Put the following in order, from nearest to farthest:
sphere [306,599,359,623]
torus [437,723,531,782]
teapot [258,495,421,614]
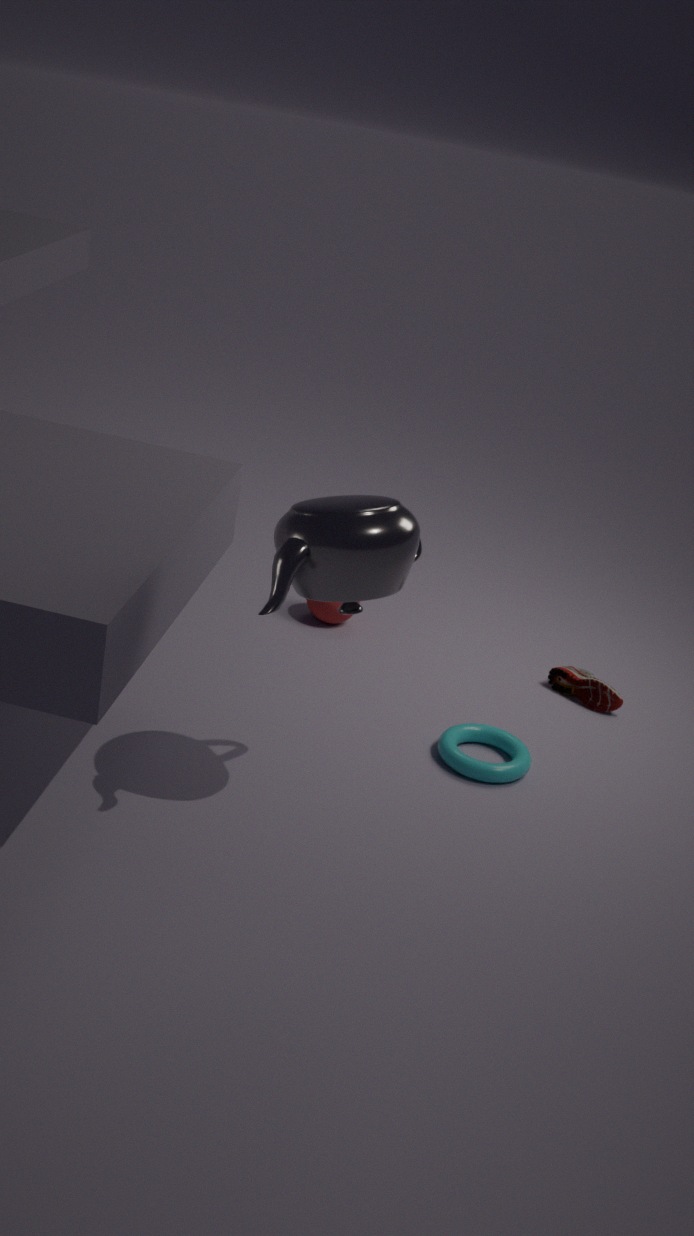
teapot [258,495,421,614]
torus [437,723,531,782]
sphere [306,599,359,623]
